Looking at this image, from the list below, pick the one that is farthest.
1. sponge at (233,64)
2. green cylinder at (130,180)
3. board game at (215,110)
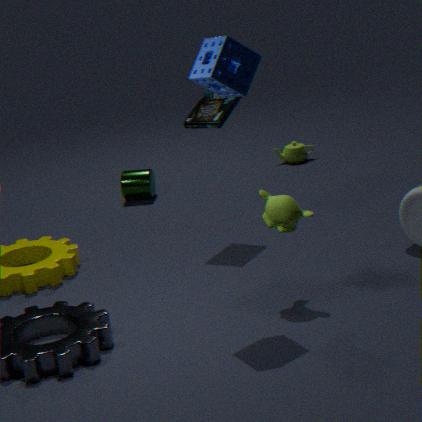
green cylinder at (130,180)
